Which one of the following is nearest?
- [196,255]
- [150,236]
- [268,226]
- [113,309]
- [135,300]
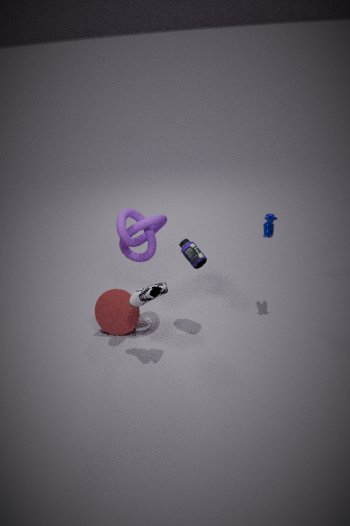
[135,300]
